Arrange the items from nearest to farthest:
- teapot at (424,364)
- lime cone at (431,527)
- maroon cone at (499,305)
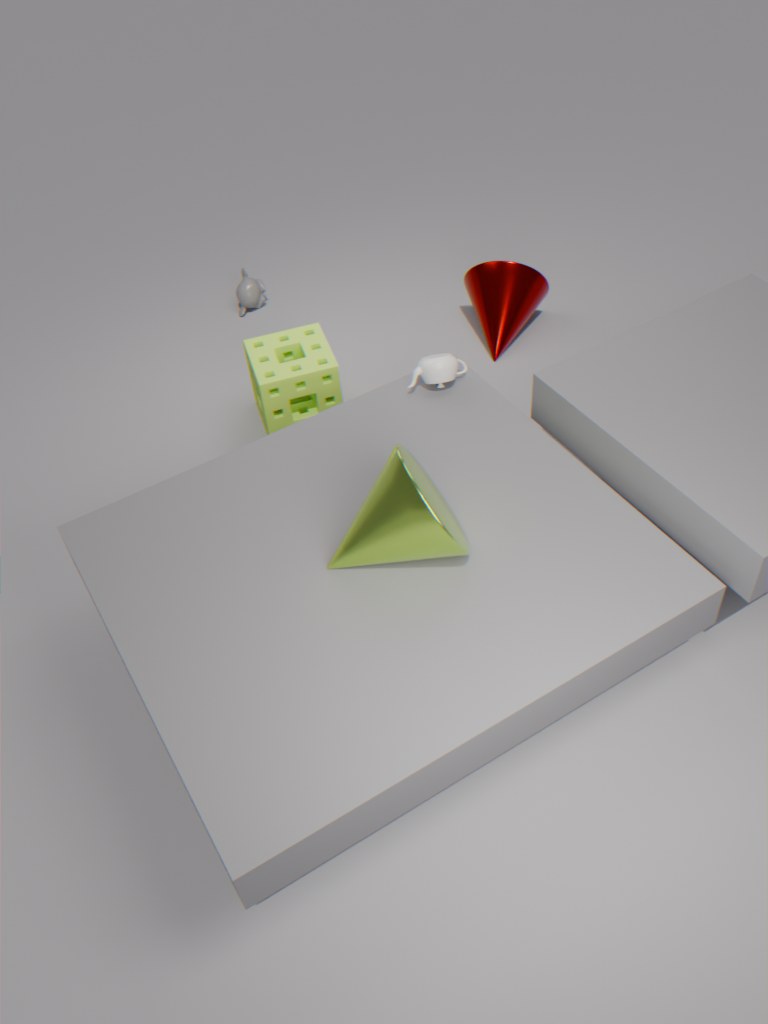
lime cone at (431,527)
teapot at (424,364)
maroon cone at (499,305)
